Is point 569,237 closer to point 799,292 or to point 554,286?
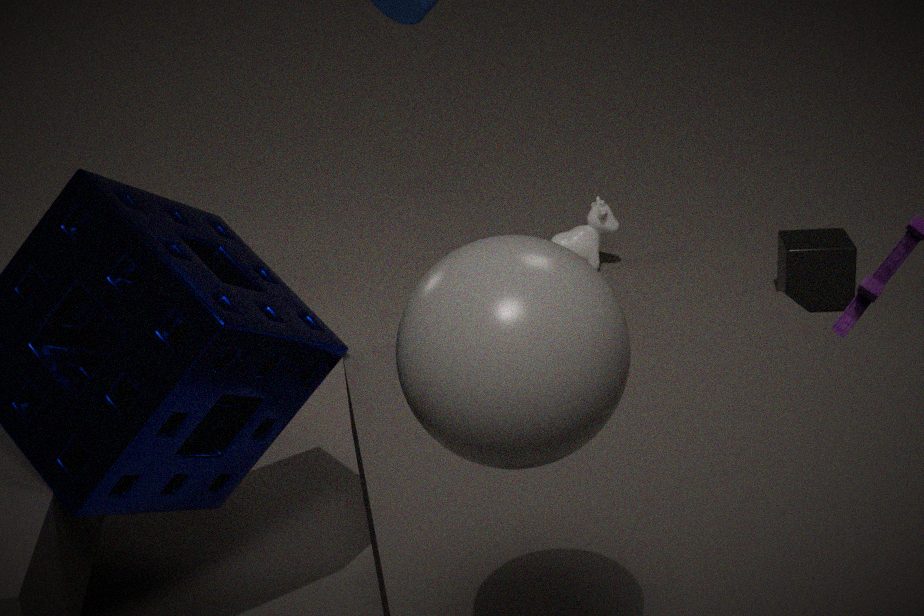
point 799,292
